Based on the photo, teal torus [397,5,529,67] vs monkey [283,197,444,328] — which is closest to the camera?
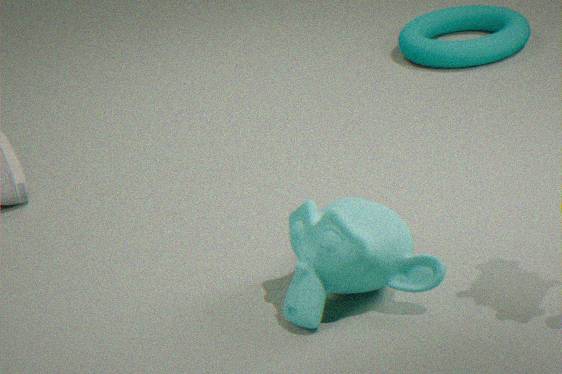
monkey [283,197,444,328]
